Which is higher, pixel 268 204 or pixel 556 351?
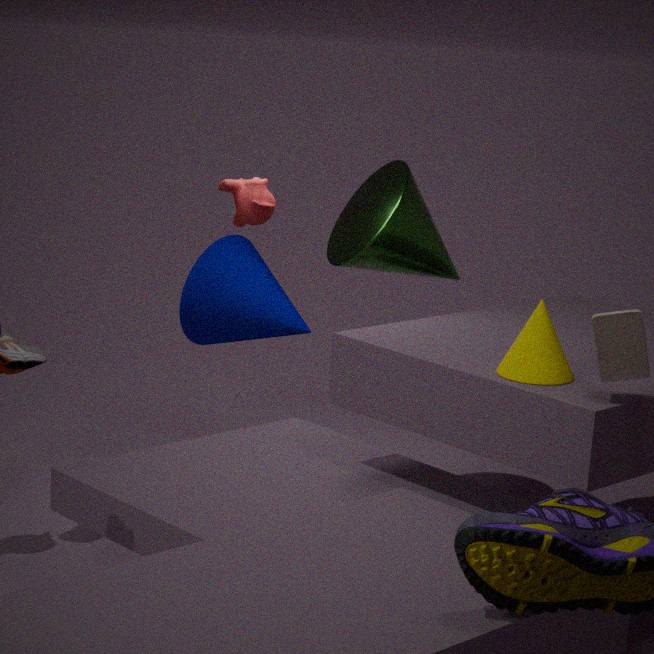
pixel 268 204
